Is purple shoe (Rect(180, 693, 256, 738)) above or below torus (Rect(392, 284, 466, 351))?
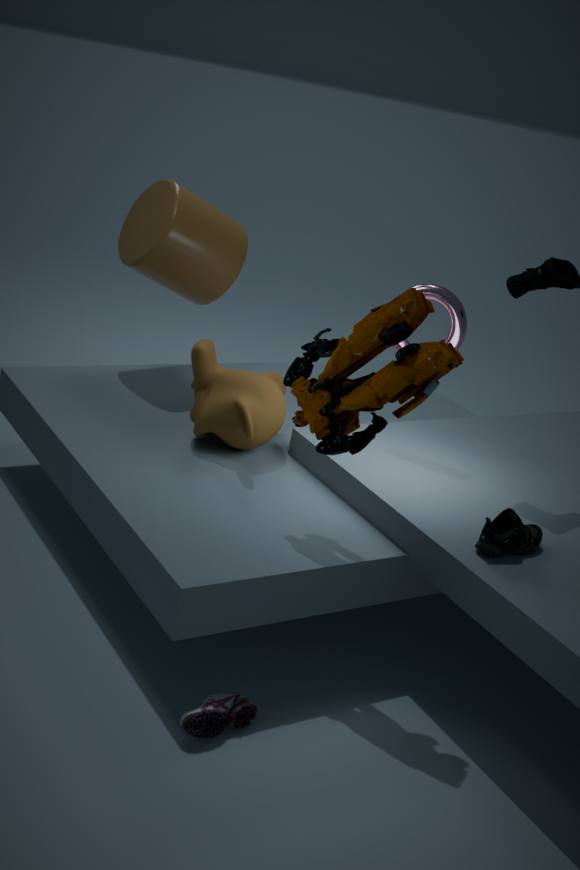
below
